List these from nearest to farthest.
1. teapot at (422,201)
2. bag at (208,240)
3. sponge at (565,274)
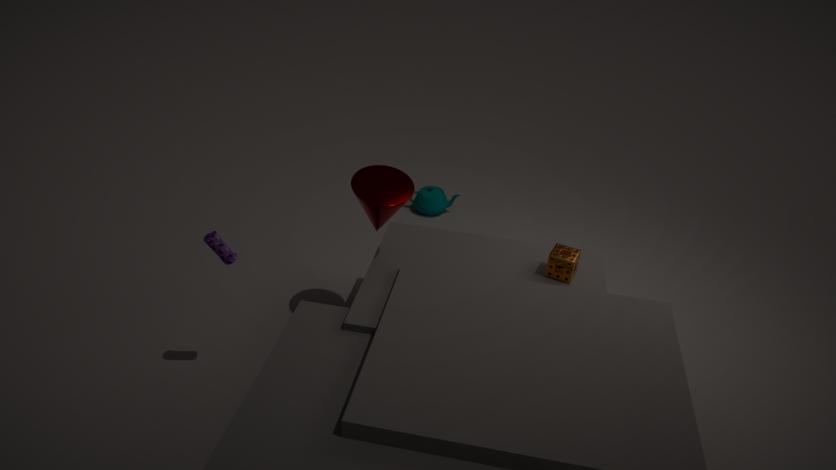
bag at (208,240) → sponge at (565,274) → teapot at (422,201)
